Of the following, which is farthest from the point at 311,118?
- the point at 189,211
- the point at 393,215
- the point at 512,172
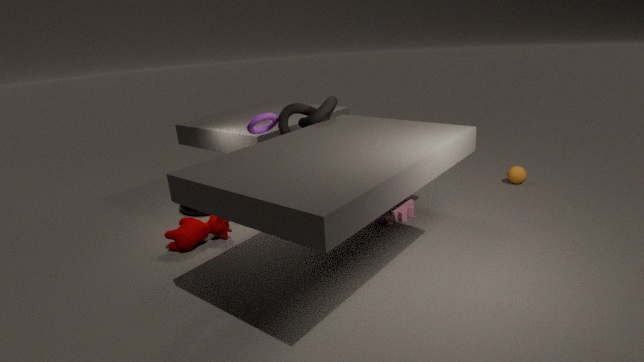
the point at 512,172
